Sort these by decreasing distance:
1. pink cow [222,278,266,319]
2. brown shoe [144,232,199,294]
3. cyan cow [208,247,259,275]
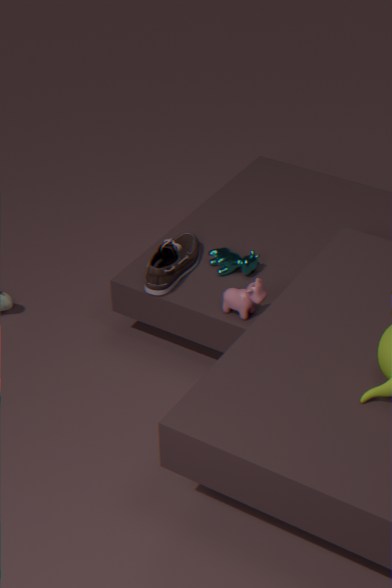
cyan cow [208,247,259,275]
brown shoe [144,232,199,294]
pink cow [222,278,266,319]
